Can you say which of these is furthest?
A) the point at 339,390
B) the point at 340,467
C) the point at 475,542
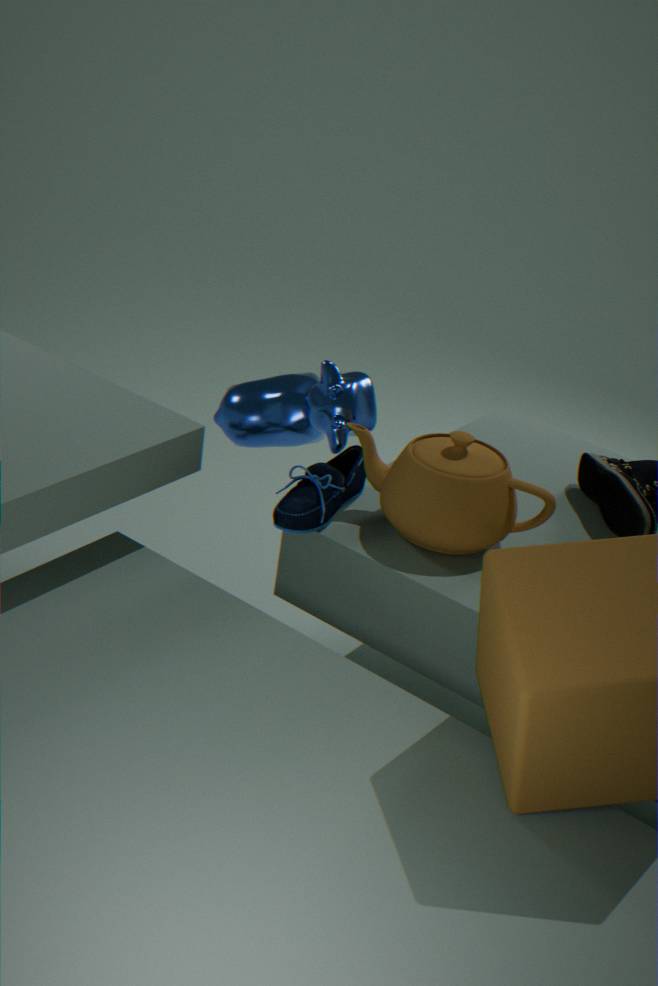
B. the point at 340,467
